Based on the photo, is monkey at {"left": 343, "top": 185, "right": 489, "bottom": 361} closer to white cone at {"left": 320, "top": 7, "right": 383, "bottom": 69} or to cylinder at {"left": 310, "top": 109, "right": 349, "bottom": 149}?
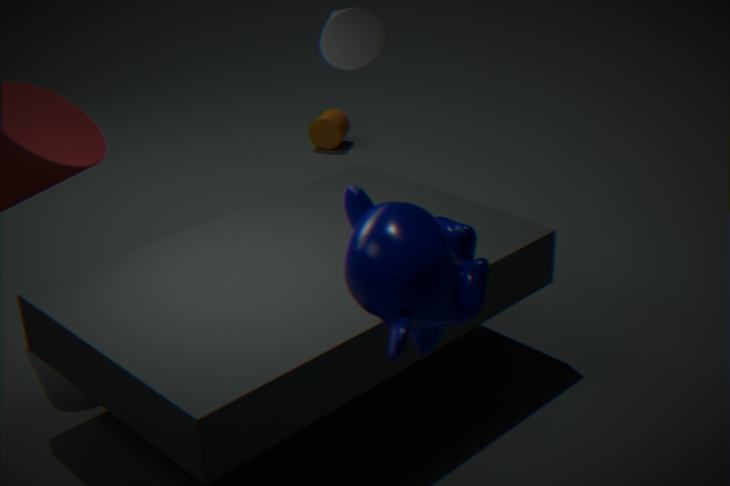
white cone at {"left": 320, "top": 7, "right": 383, "bottom": 69}
